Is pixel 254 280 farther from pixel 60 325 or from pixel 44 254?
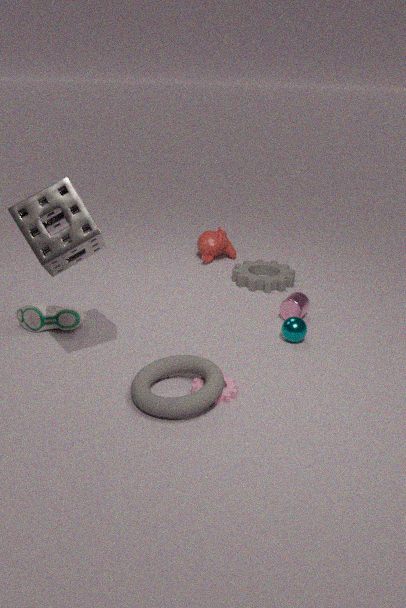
pixel 44 254
